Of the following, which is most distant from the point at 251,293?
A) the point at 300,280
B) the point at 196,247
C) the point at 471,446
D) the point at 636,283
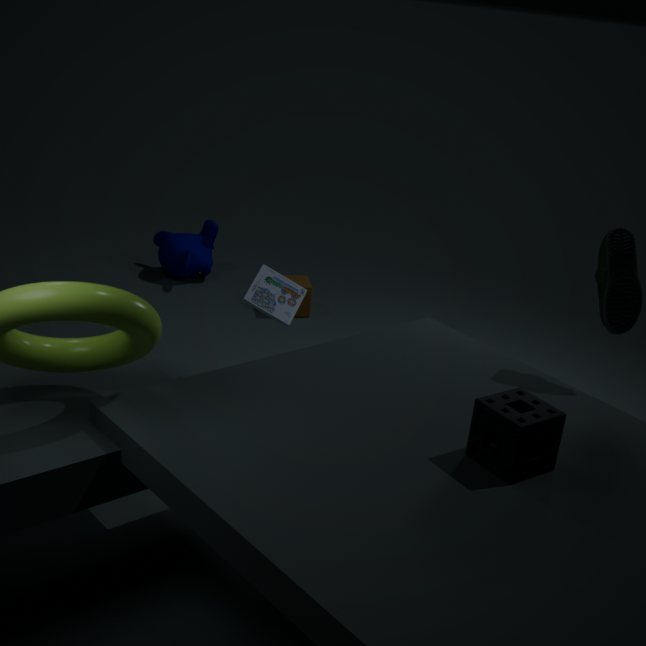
the point at 471,446
